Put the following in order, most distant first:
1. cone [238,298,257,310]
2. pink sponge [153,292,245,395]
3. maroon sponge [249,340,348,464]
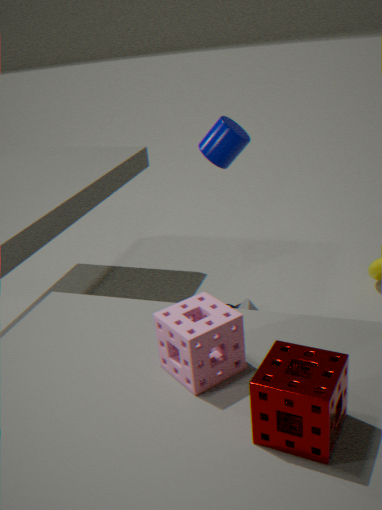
cone [238,298,257,310]
pink sponge [153,292,245,395]
maroon sponge [249,340,348,464]
